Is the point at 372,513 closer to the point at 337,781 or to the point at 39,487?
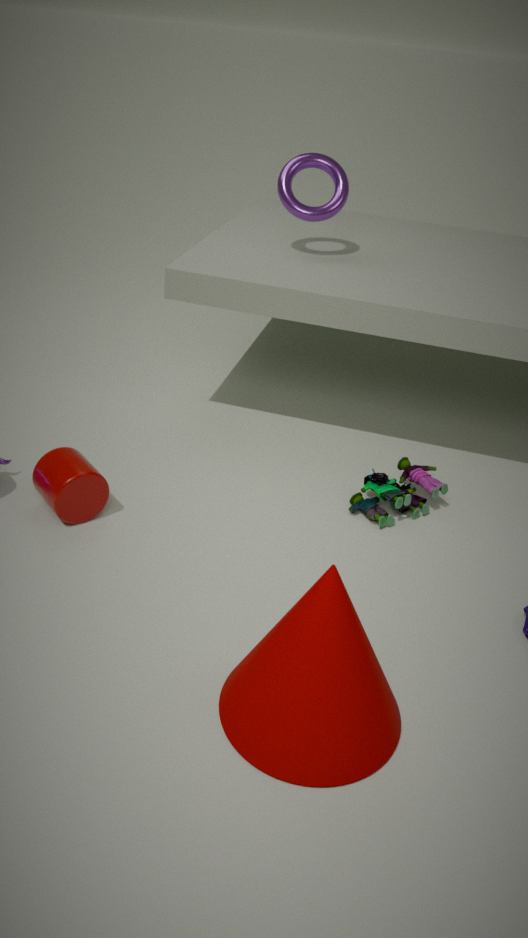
the point at 337,781
